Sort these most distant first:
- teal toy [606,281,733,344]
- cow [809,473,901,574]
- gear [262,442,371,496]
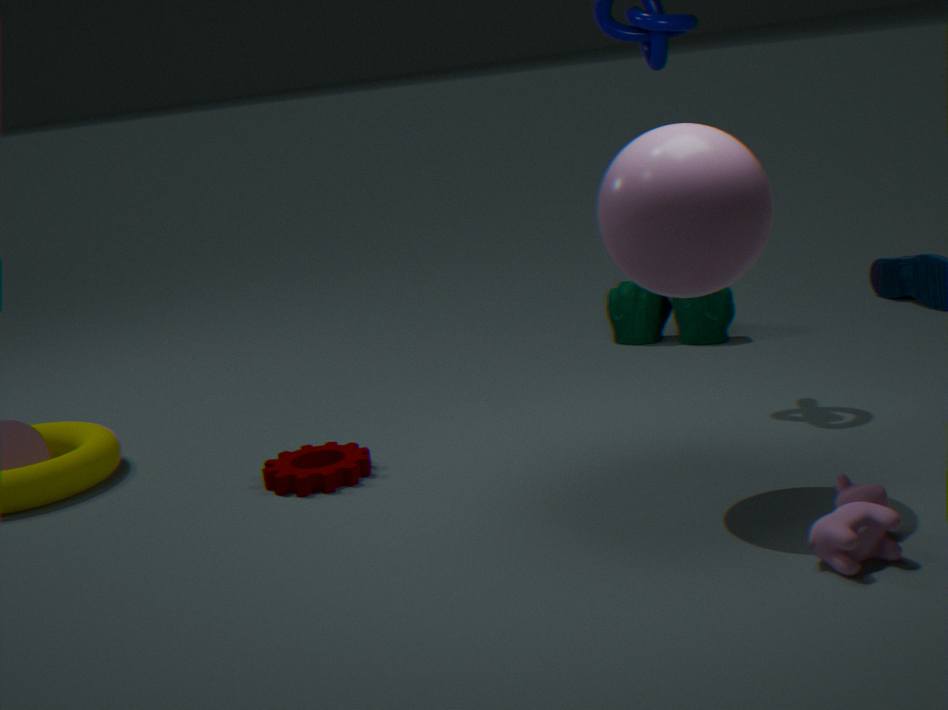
teal toy [606,281,733,344] → gear [262,442,371,496] → cow [809,473,901,574]
